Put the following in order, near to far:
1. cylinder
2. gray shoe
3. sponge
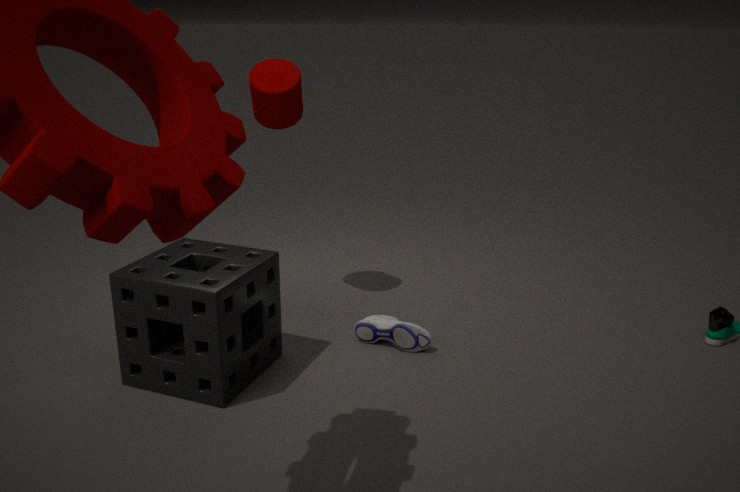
sponge < gray shoe < cylinder
